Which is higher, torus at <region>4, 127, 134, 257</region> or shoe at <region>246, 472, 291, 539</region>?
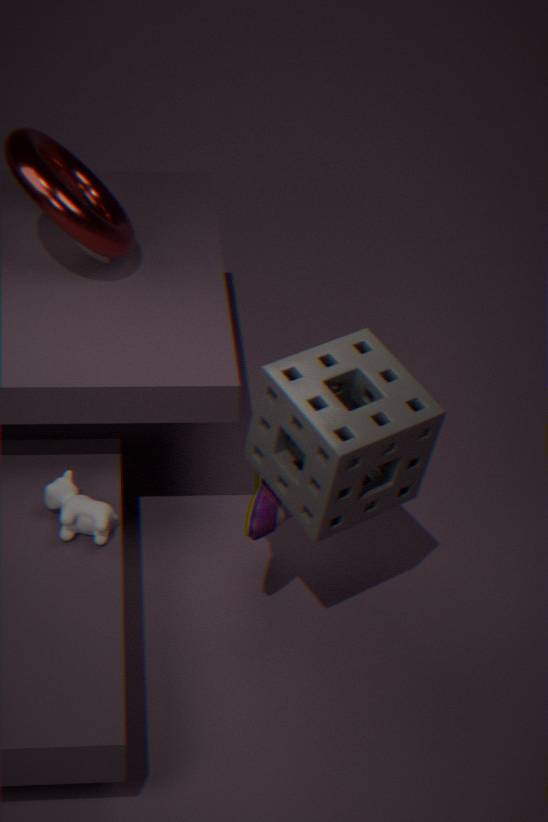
torus at <region>4, 127, 134, 257</region>
